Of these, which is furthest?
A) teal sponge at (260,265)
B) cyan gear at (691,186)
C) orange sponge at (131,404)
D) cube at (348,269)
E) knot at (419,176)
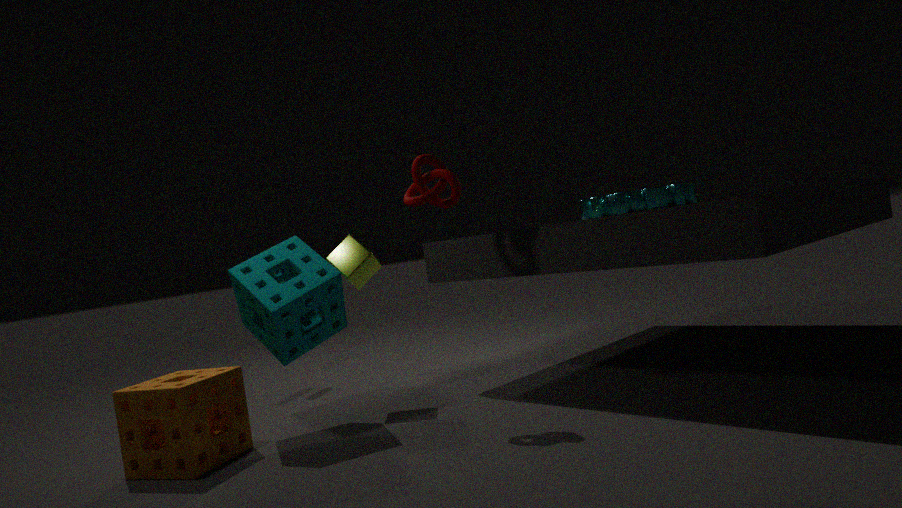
D. cube at (348,269)
